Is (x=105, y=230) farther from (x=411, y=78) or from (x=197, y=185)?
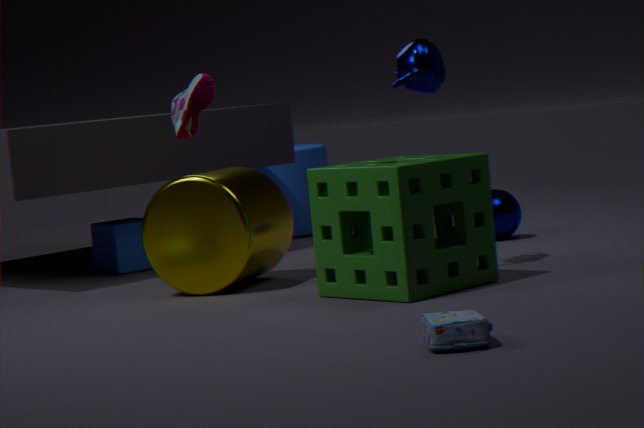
(x=411, y=78)
